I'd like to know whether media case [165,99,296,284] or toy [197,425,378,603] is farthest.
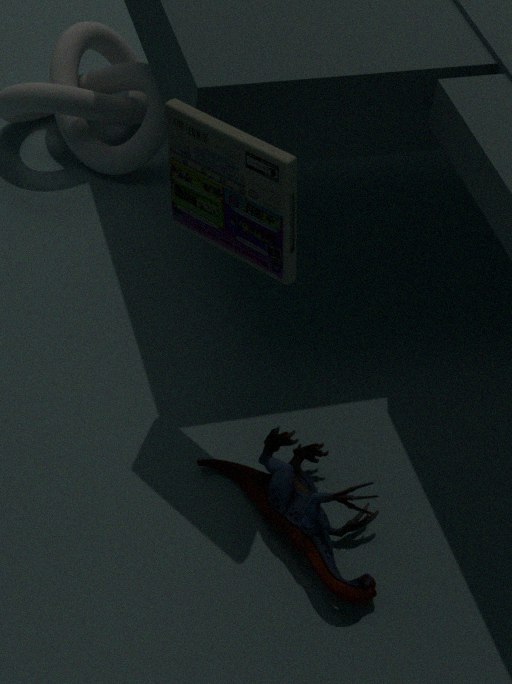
toy [197,425,378,603]
